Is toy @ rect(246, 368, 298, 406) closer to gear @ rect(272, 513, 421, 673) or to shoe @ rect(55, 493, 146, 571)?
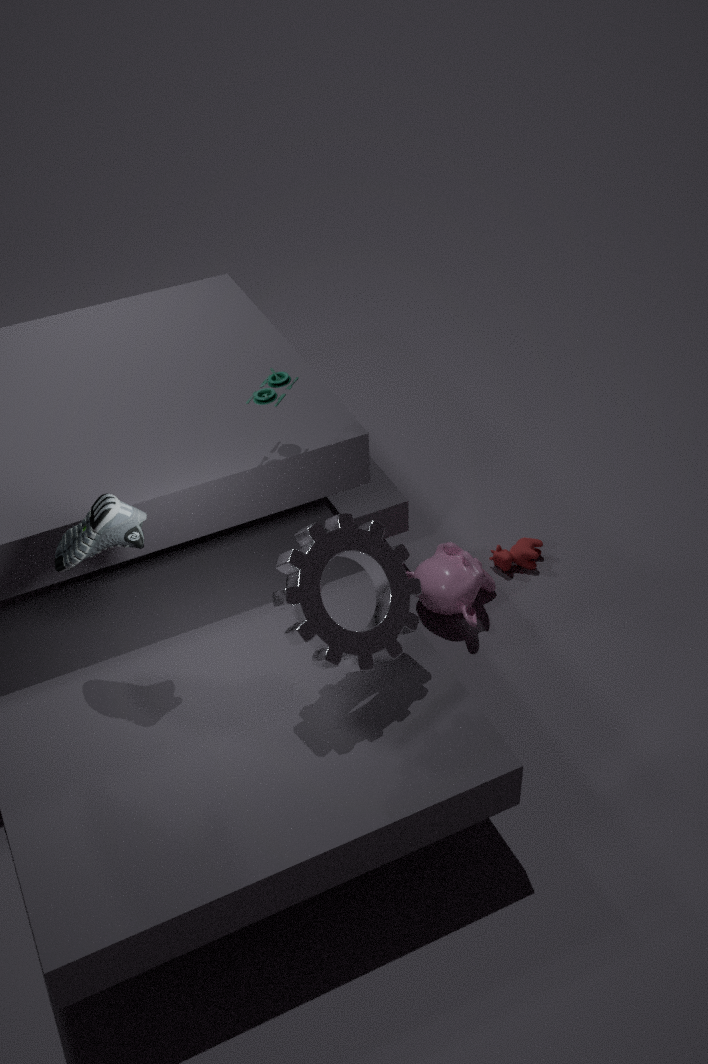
gear @ rect(272, 513, 421, 673)
